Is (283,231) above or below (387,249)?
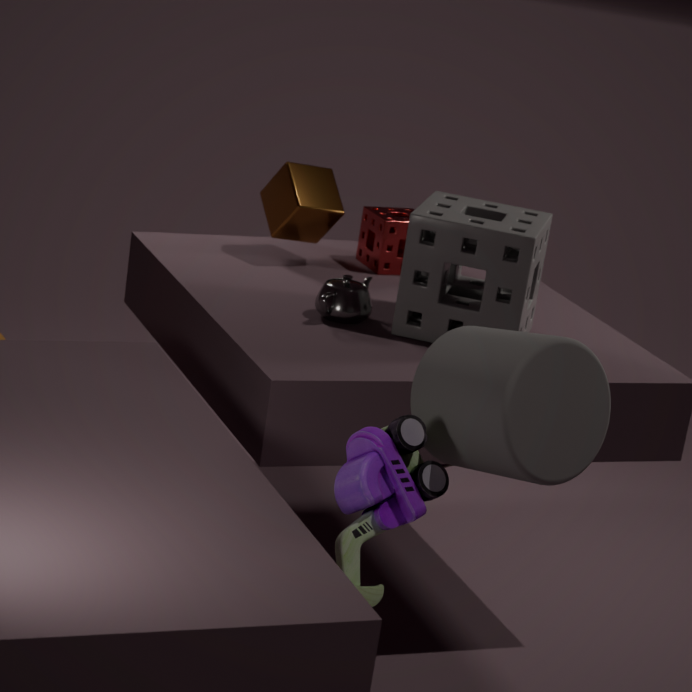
above
